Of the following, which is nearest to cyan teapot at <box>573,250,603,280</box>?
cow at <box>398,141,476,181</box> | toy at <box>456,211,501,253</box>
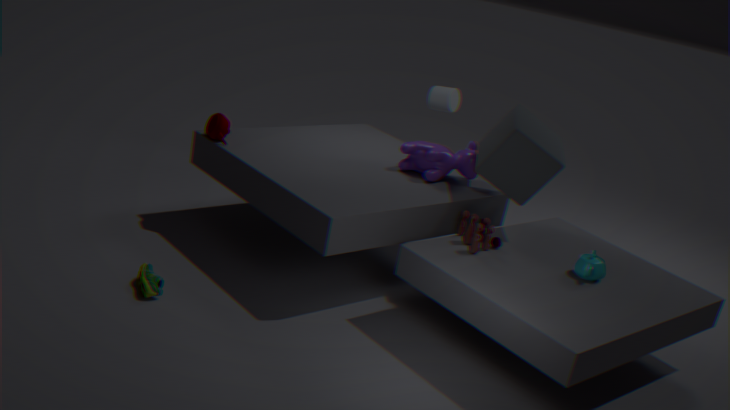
toy at <box>456,211,501,253</box>
